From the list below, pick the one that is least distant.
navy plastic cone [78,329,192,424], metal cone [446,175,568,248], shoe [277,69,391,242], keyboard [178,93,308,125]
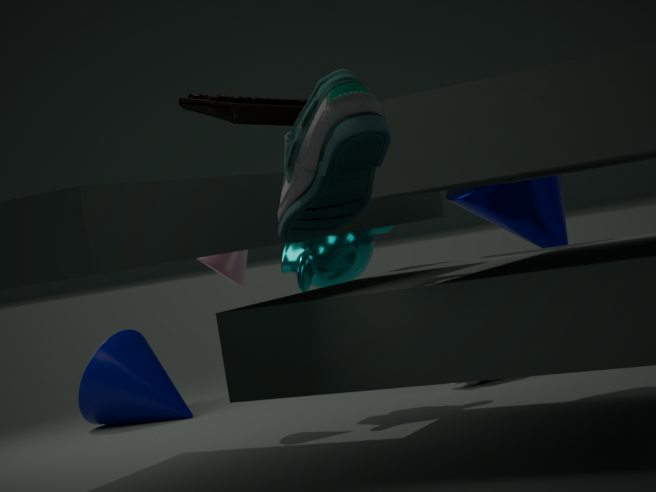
shoe [277,69,391,242]
